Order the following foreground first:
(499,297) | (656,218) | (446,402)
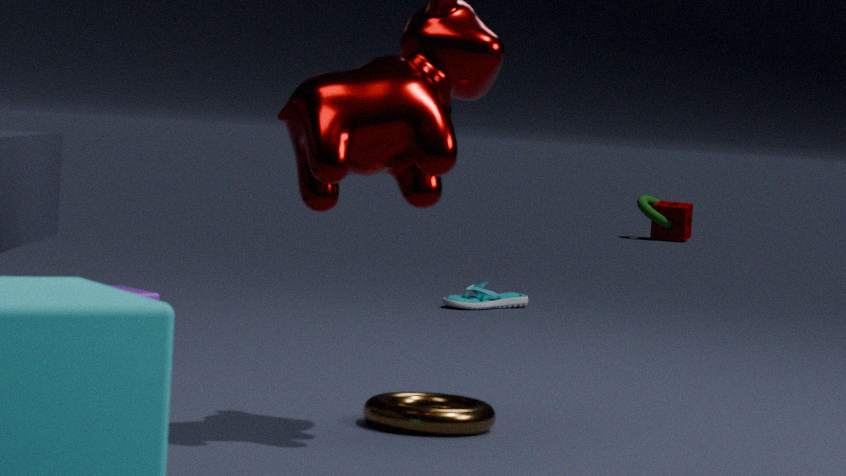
(446,402) → (499,297) → (656,218)
